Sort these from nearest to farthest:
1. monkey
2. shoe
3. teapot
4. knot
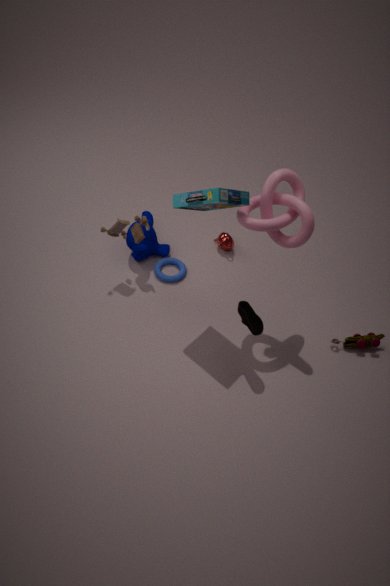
1. knot
2. shoe
3. monkey
4. teapot
